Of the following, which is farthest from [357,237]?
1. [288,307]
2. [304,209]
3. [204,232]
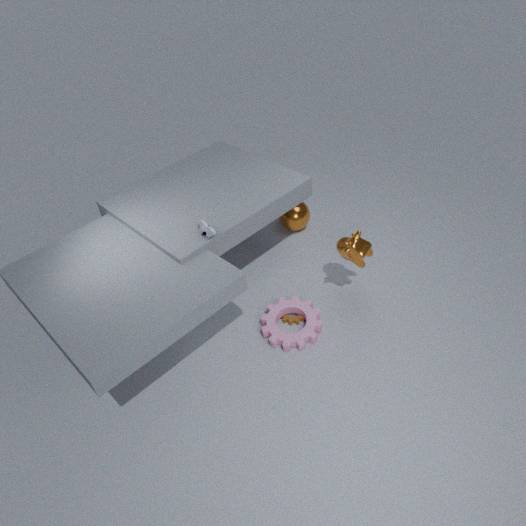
[204,232]
